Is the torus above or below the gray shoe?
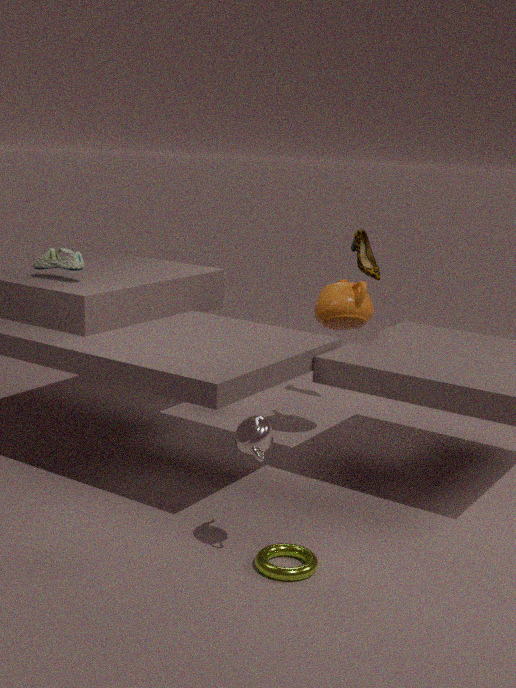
below
